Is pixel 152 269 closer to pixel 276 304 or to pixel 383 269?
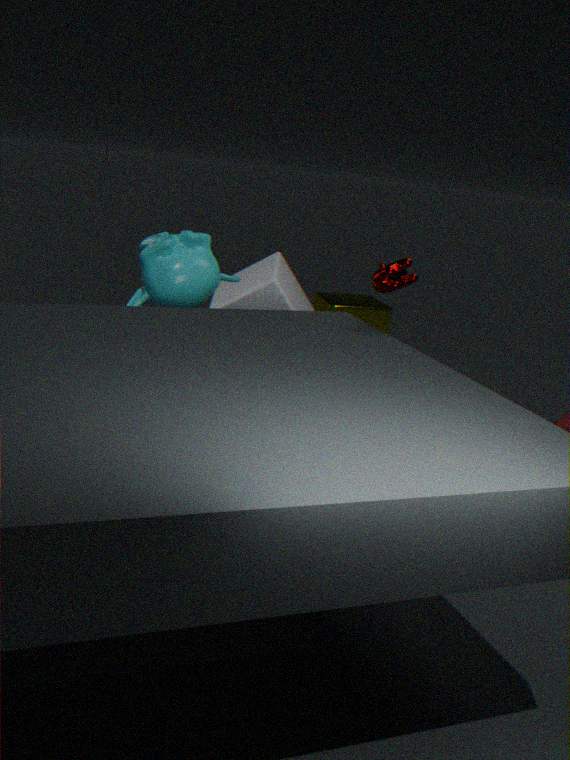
pixel 276 304
